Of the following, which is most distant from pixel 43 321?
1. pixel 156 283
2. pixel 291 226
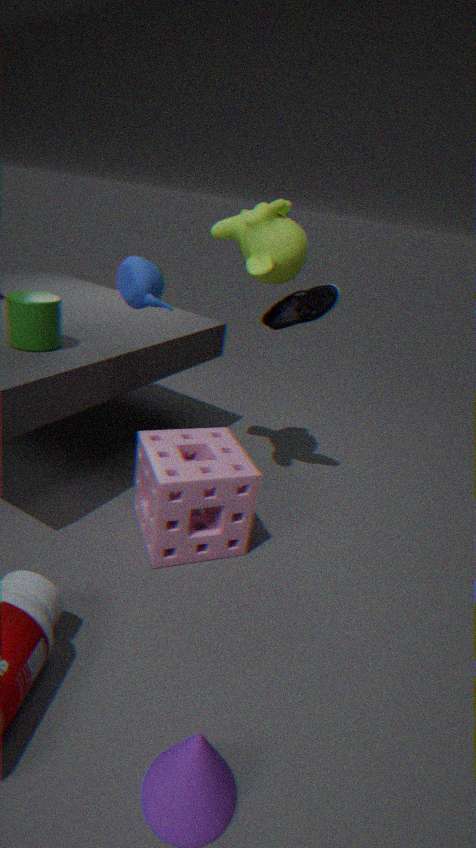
pixel 291 226
